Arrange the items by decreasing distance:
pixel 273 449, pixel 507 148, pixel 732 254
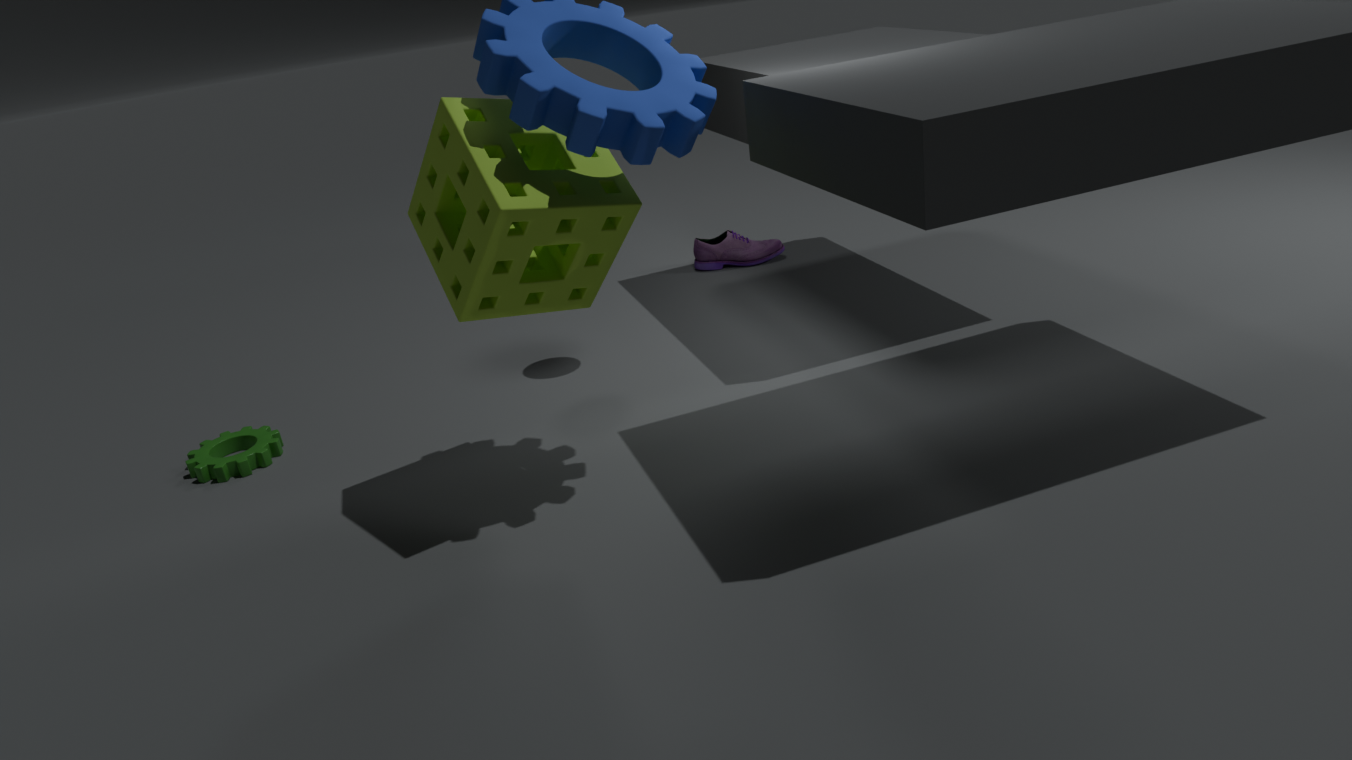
1. pixel 732 254
2. pixel 273 449
3. pixel 507 148
